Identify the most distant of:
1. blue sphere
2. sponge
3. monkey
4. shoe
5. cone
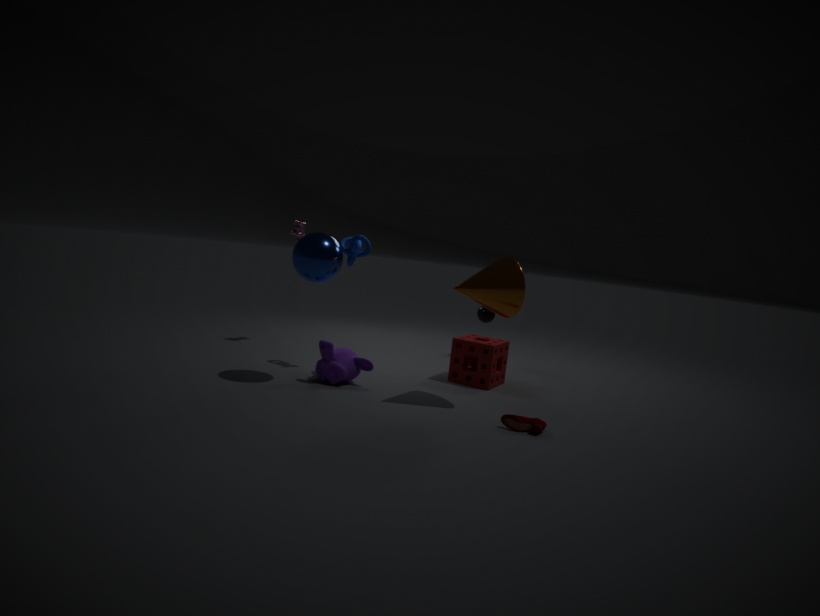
sponge
